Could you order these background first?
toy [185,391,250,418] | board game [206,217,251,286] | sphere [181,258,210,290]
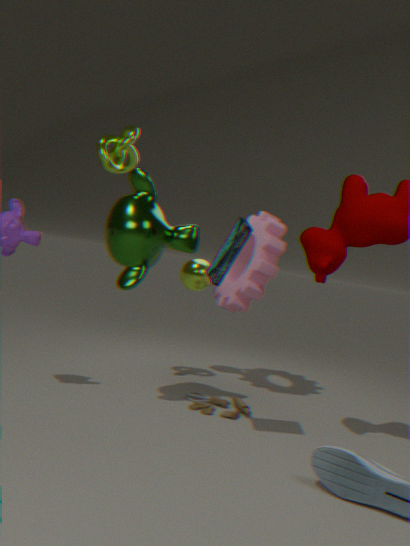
sphere [181,258,210,290]
toy [185,391,250,418]
board game [206,217,251,286]
